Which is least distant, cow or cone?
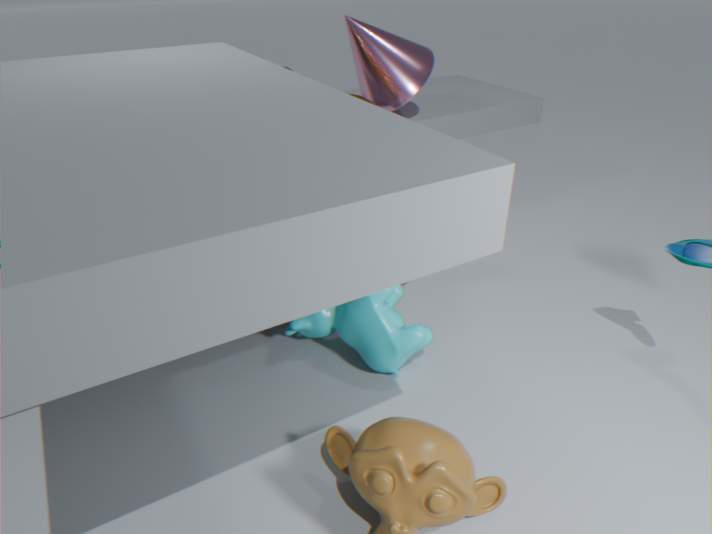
cow
